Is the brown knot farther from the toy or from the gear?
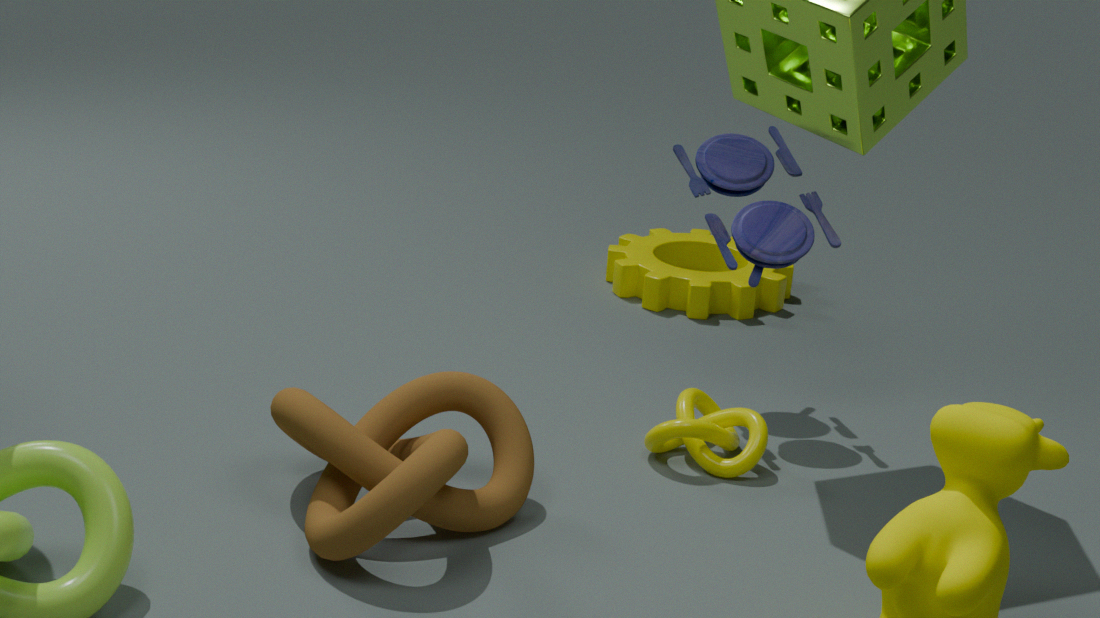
the gear
